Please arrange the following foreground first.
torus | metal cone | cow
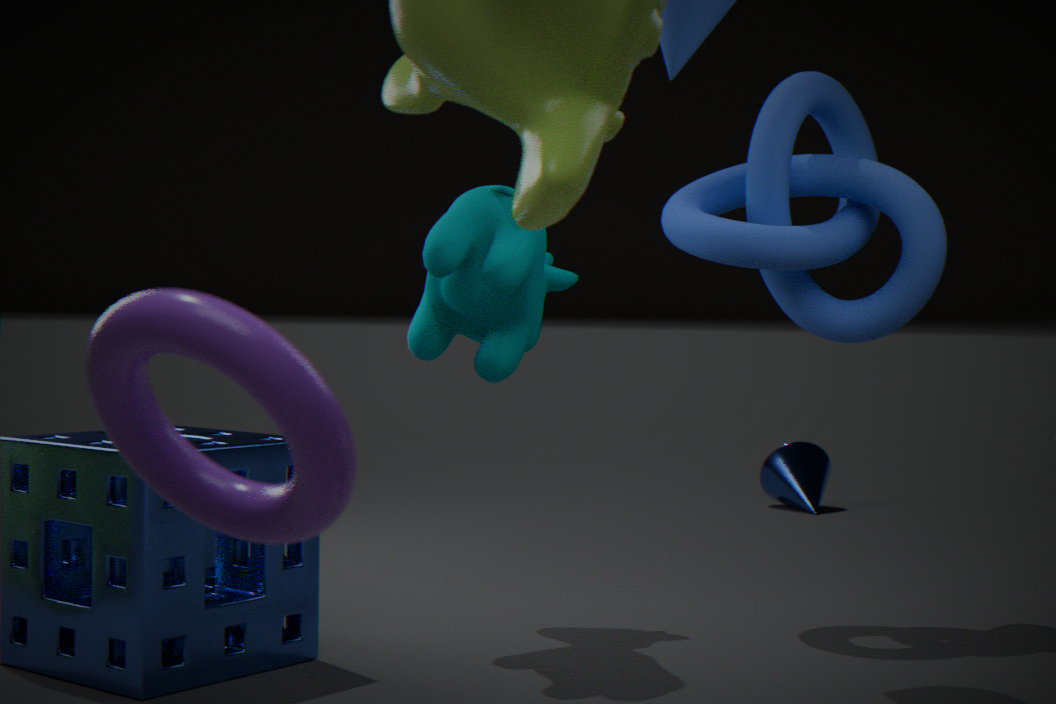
torus, cow, metal cone
